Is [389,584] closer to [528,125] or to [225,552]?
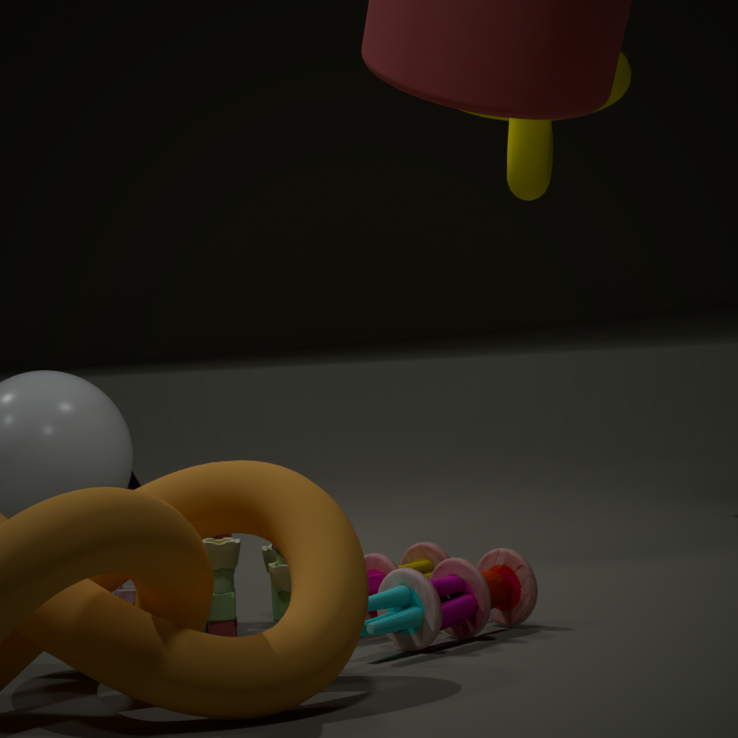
[225,552]
